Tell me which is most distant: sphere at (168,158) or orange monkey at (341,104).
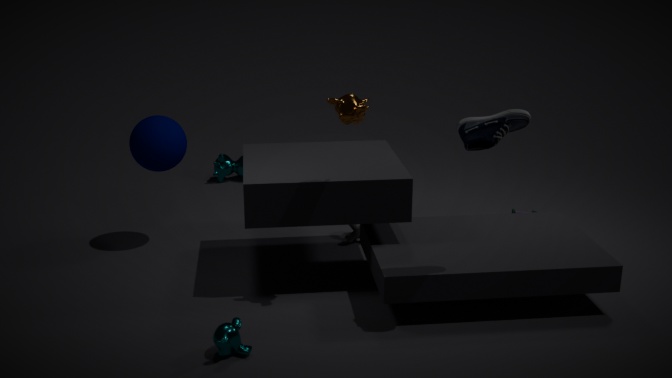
sphere at (168,158)
